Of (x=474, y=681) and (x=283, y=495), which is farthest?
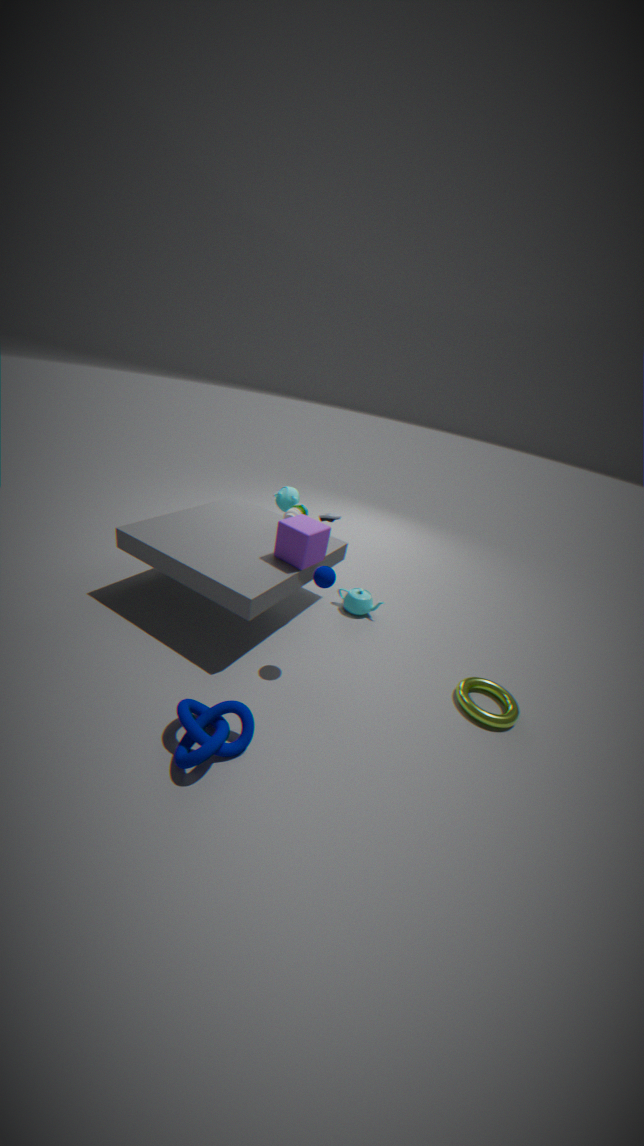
(x=283, y=495)
